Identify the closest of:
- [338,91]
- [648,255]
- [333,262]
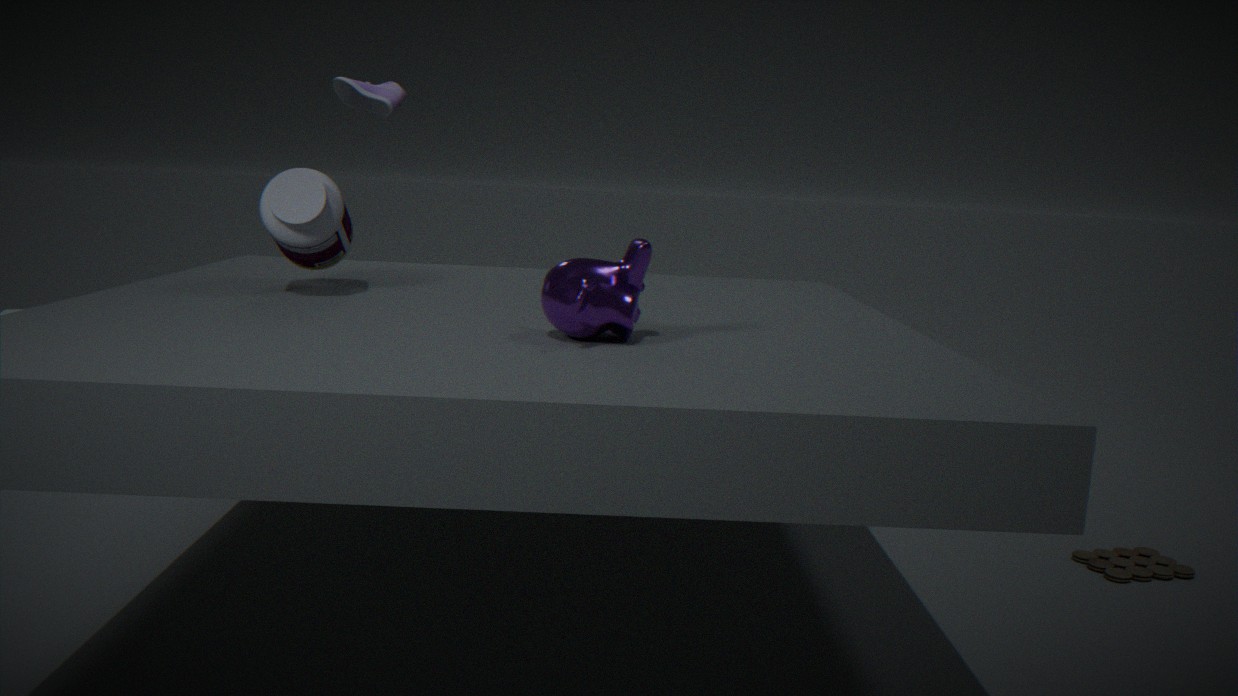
[648,255]
